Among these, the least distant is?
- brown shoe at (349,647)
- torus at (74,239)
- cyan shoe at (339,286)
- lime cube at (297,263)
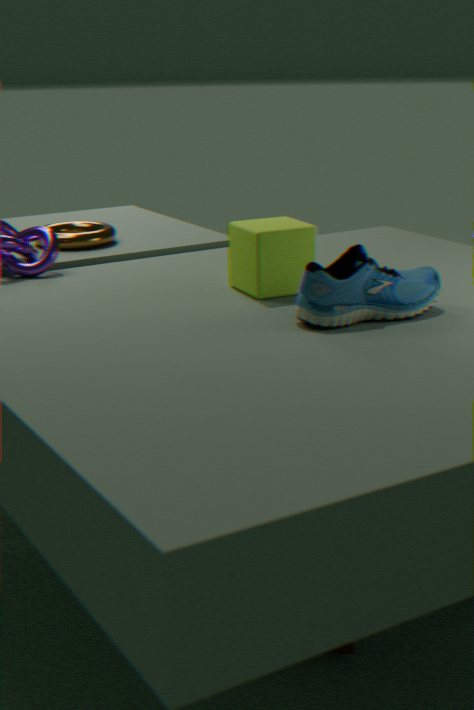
cyan shoe at (339,286)
